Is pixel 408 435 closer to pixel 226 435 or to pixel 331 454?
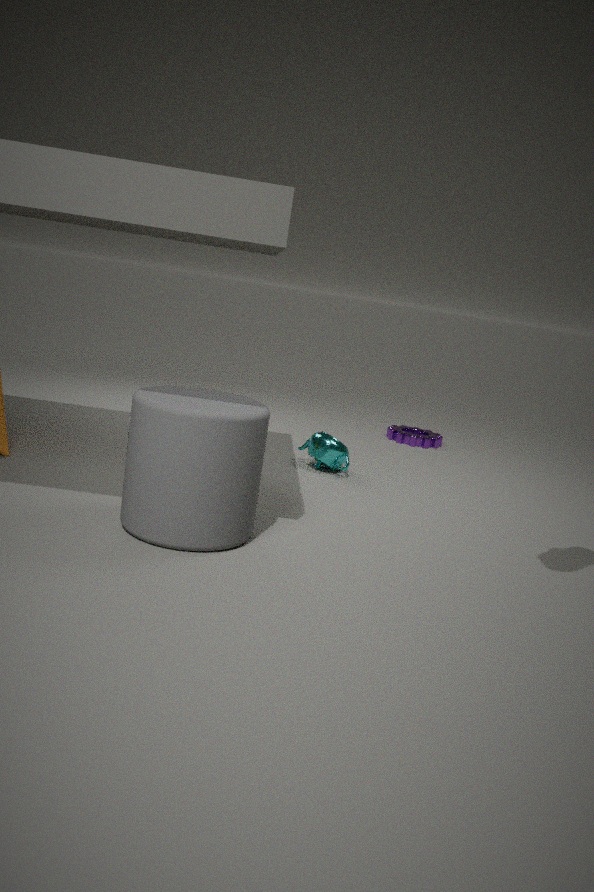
pixel 331 454
